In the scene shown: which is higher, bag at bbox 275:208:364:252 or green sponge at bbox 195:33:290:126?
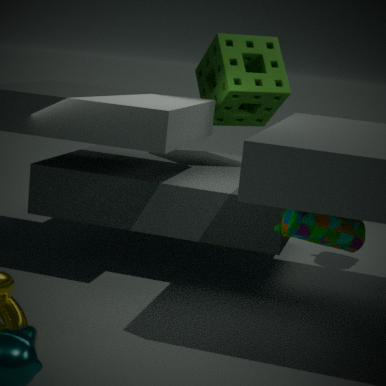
green sponge at bbox 195:33:290:126
